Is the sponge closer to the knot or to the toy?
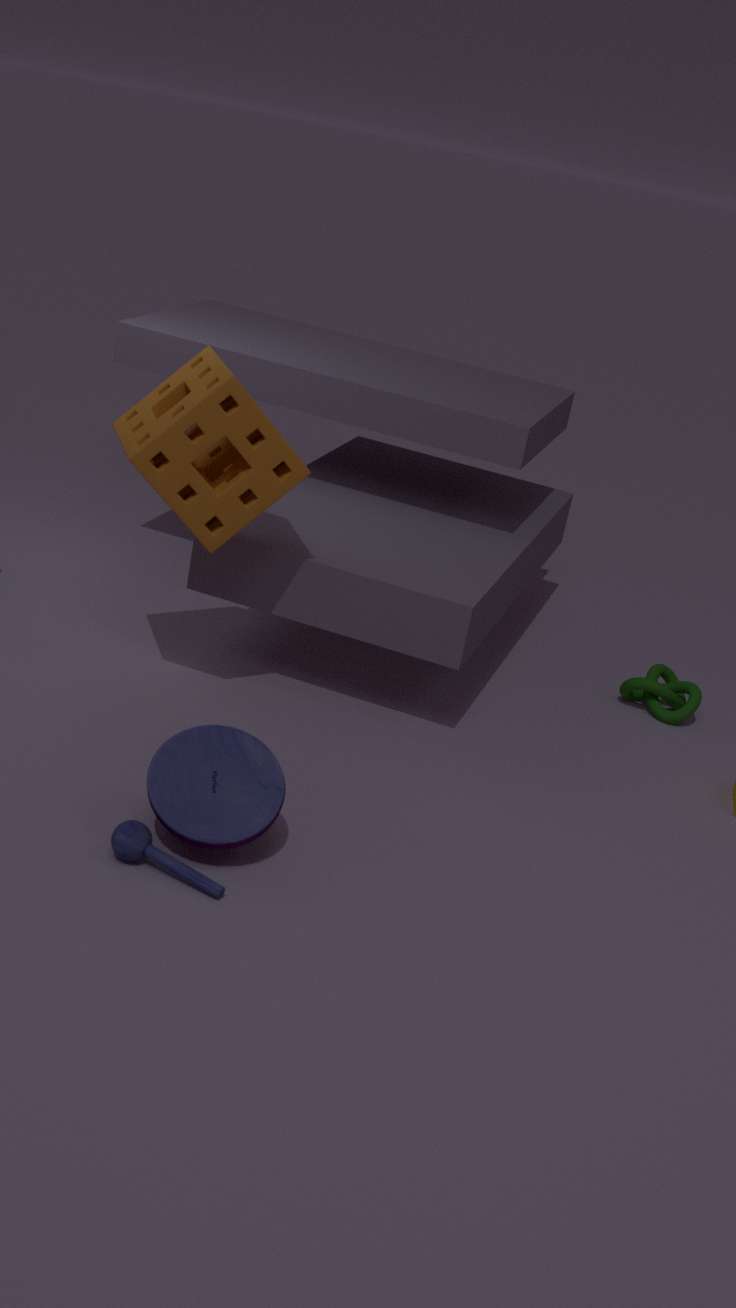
the toy
